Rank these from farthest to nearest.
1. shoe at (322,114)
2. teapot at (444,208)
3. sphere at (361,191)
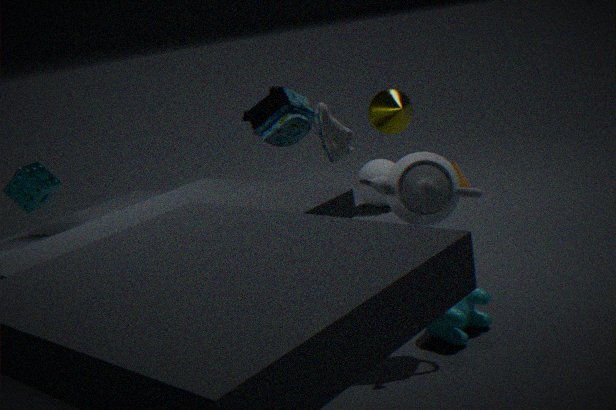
1. sphere at (361,191)
2. shoe at (322,114)
3. teapot at (444,208)
